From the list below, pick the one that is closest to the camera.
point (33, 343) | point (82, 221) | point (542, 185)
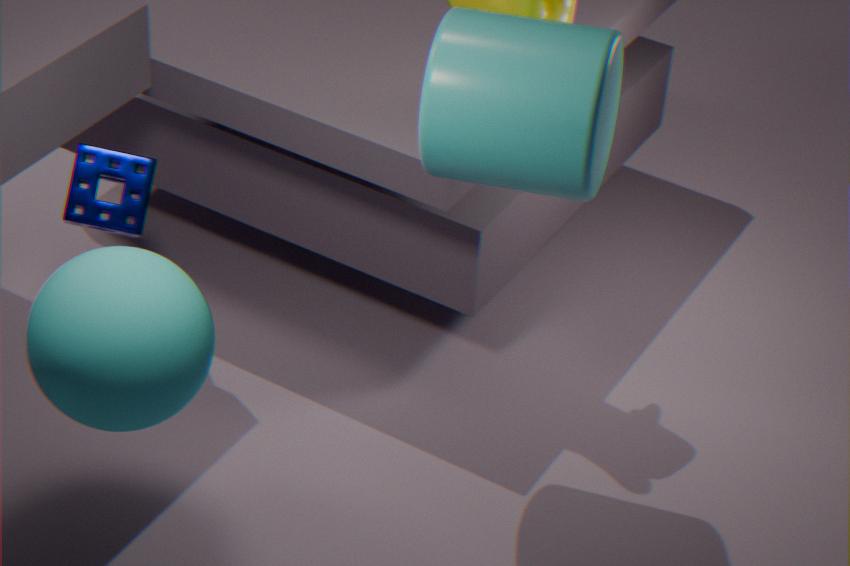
point (33, 343)
